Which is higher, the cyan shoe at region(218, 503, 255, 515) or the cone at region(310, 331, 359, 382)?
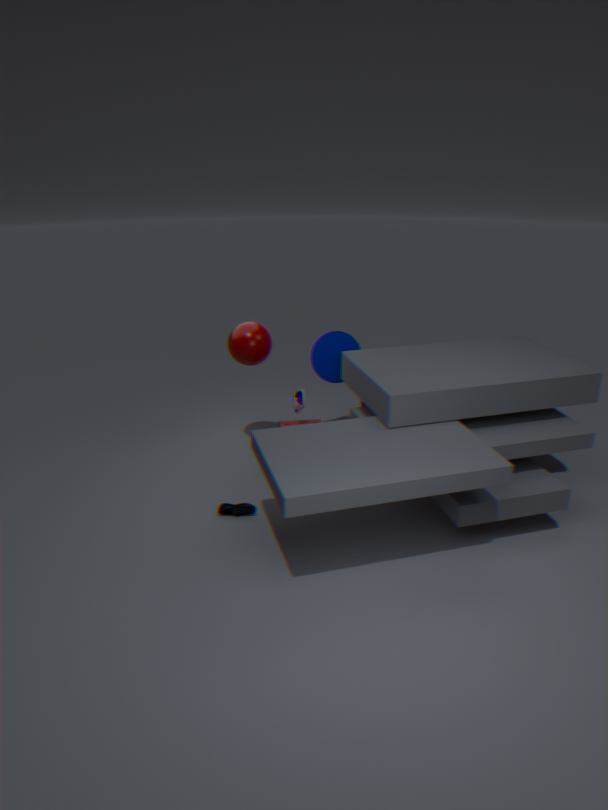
→ the cone at region(310, 331, 359, 382)
